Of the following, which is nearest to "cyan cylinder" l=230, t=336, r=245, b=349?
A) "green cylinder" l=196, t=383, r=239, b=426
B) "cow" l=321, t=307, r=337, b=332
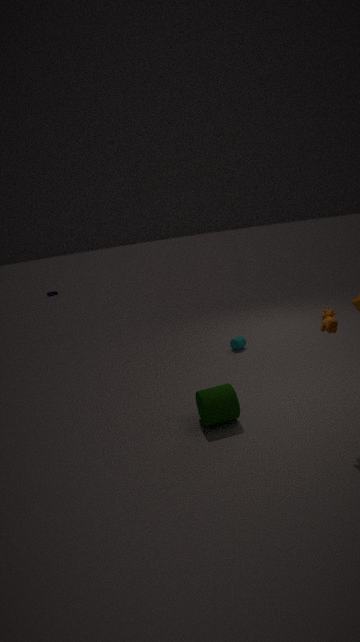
"green cylinder" l=196, t=383, r=239, b=426
